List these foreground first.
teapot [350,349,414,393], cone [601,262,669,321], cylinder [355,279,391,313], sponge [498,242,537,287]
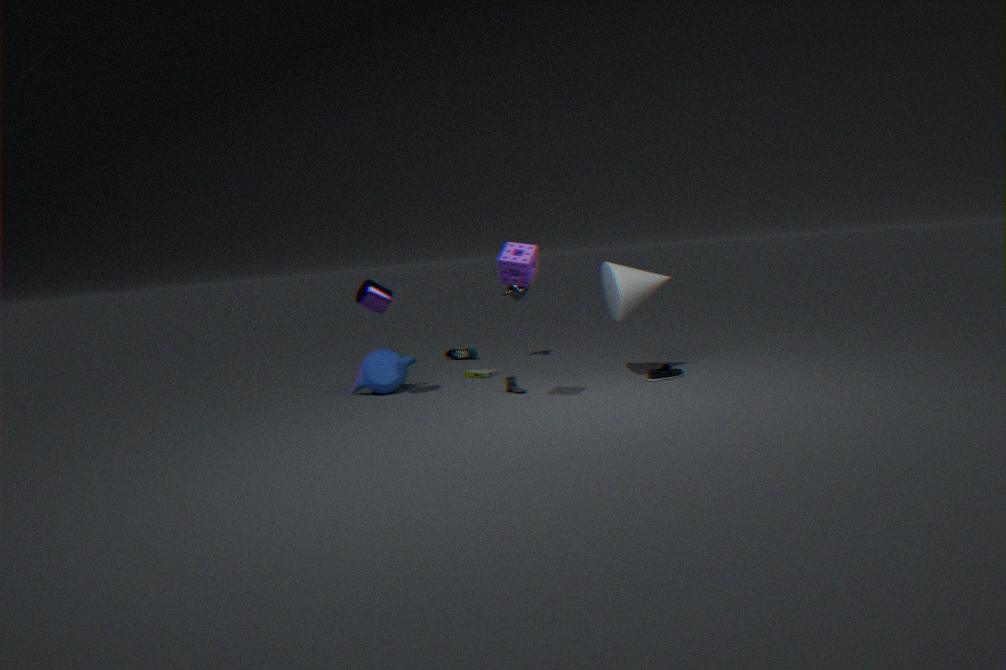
sponge [498,242,537,287]
cylinder [355,279,391,313]
cone [601,262,669,321]
teapot [350,349,414,393]
